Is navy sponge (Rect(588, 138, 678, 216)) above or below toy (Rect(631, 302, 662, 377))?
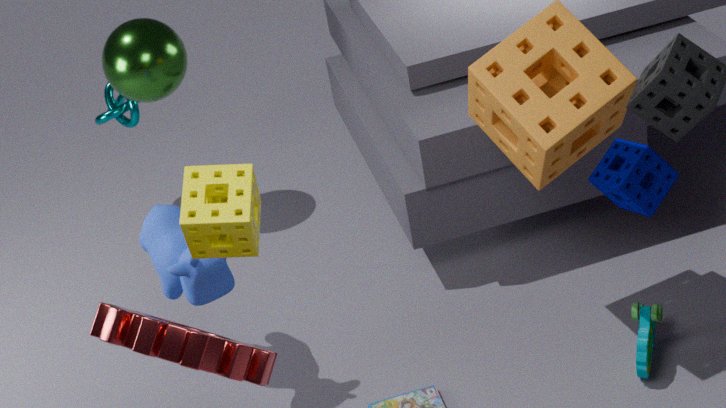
above
